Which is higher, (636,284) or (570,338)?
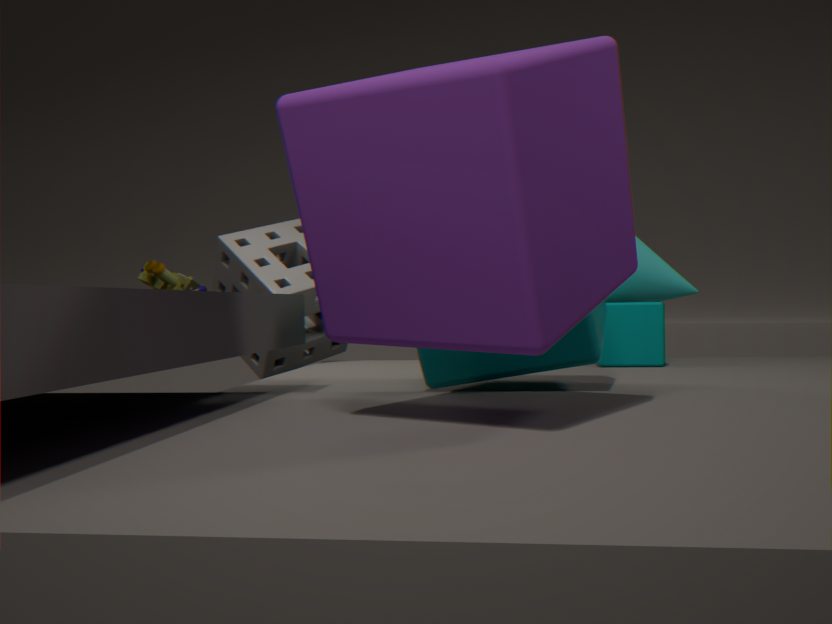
(636,284)
